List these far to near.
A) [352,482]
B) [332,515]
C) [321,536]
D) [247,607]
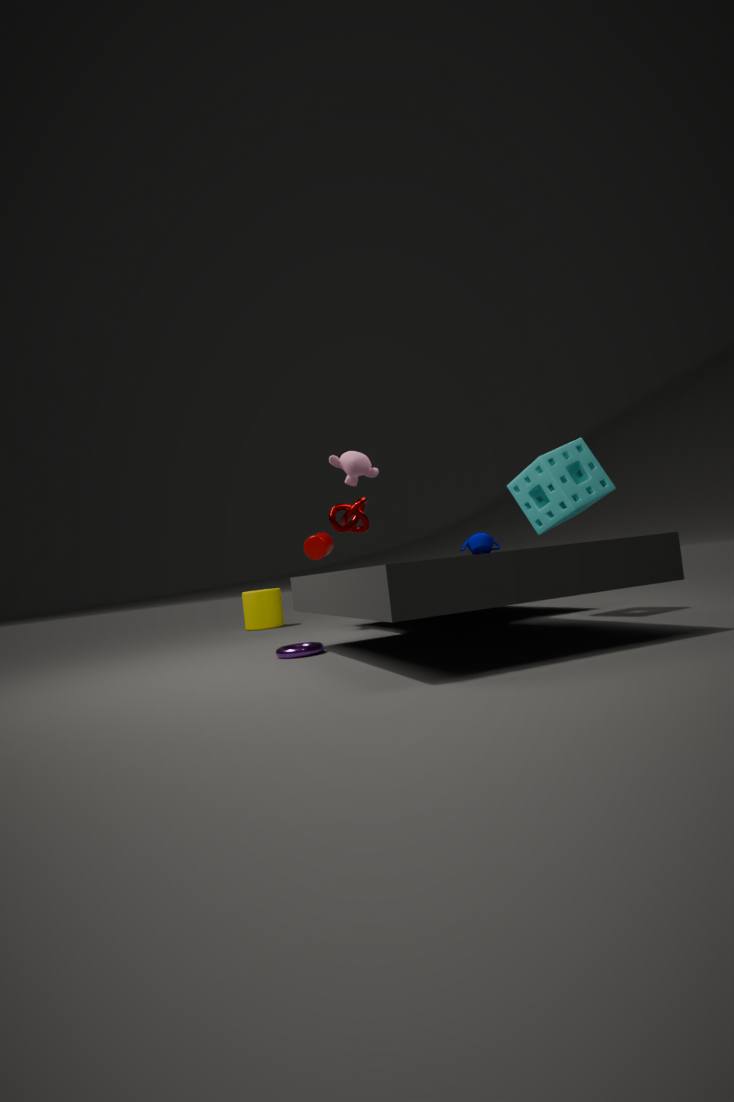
[247,607], [321,536], [332,515], [352,482]
